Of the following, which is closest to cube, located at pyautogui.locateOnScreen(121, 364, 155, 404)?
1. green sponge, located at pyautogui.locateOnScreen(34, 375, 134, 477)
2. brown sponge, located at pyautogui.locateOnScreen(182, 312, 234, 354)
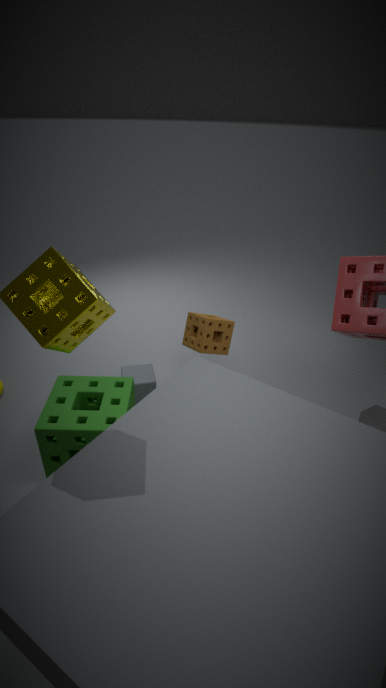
green sponge, located at pyautogui.locateOnScreen(34, 375, 134, 477)
